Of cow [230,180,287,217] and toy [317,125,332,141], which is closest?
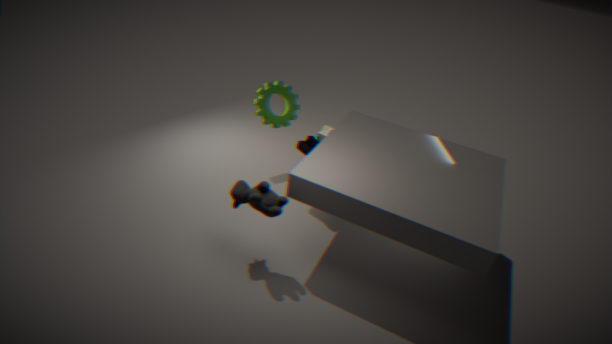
cow [230,180,287,217]
